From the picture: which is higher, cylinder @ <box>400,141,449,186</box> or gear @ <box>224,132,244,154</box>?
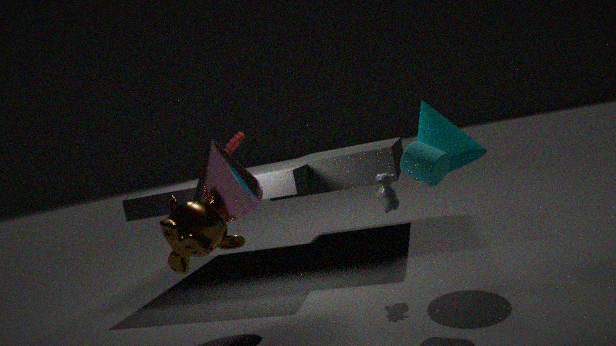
gear @ <box>224,132,244,154</box>
